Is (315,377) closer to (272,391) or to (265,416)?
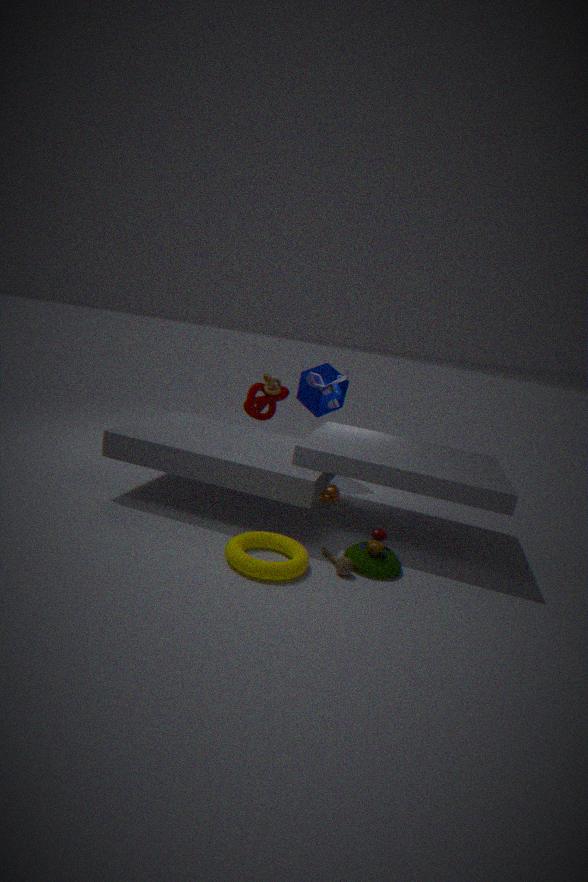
(272,391)
